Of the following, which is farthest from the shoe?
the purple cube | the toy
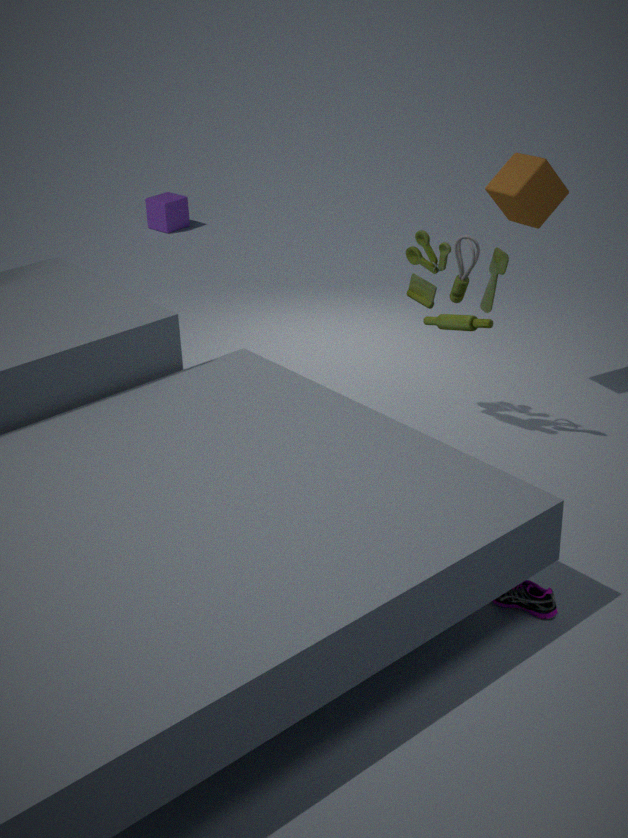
the purple cube
